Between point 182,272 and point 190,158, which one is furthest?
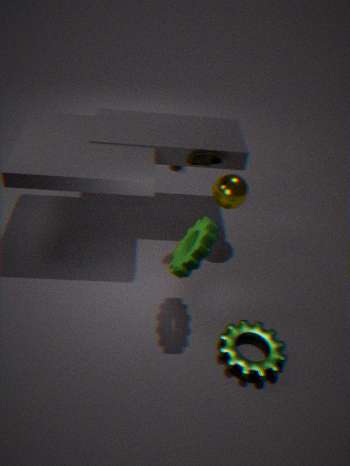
point 190,158
